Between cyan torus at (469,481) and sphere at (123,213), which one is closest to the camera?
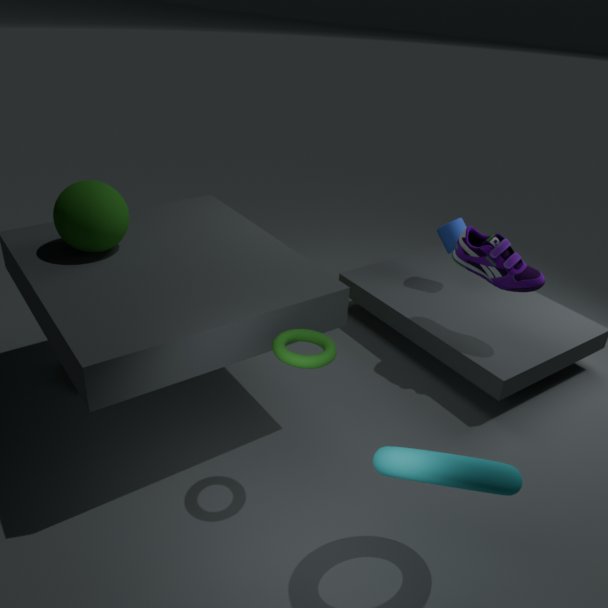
cyan torus at (469,481)
